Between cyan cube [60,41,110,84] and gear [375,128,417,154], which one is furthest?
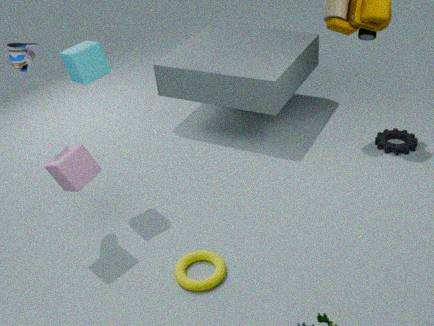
gear [375,128,417,154]
